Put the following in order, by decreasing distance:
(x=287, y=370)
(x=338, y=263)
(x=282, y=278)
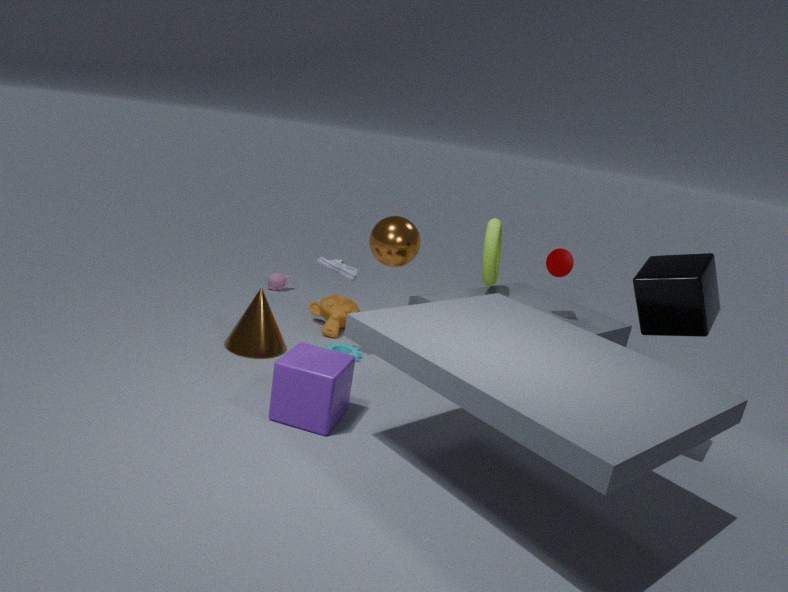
(x=282, y=278), (x=338, y=263), (x=287, y=370)
